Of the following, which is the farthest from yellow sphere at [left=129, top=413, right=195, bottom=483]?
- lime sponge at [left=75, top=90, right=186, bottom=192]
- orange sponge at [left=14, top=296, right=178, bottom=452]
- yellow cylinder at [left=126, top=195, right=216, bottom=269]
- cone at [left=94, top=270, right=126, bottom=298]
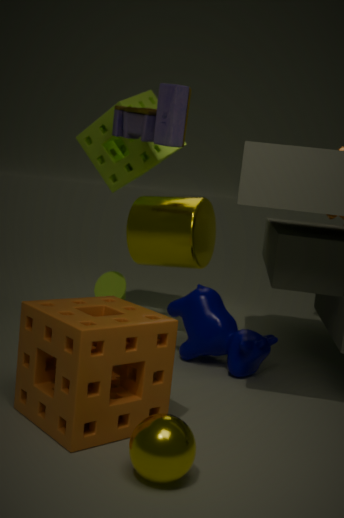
→ cone at [left=94, top=270, right=126, bottom=298]
